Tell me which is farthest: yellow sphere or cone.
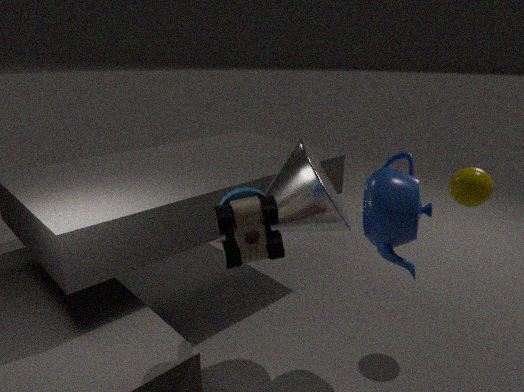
yellow sphere
